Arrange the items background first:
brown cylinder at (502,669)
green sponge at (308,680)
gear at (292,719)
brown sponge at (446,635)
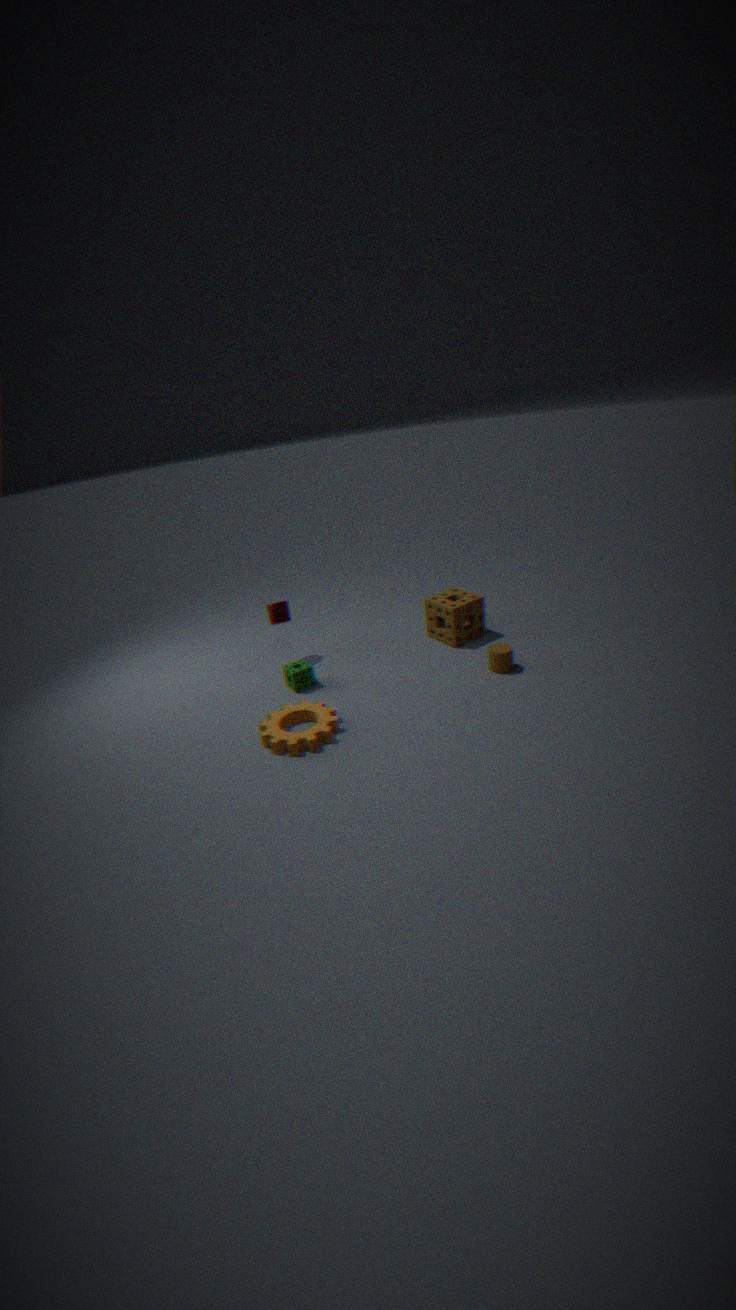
1. brown sponge at (446,635)
2. green sponge at (308,680)
3. brown cylinder at (502,669)
4. gear at (292,719)
